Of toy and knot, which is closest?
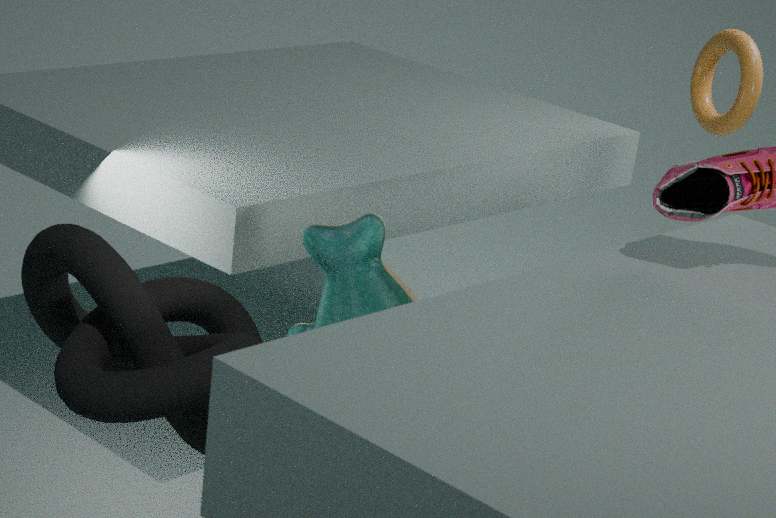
knot
